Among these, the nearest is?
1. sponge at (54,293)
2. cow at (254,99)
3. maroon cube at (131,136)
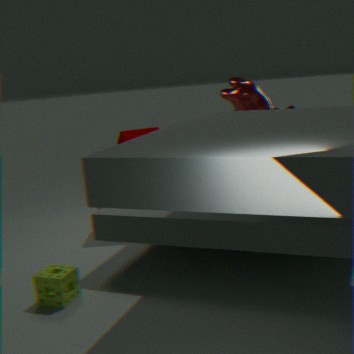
sponge at (54,293)
